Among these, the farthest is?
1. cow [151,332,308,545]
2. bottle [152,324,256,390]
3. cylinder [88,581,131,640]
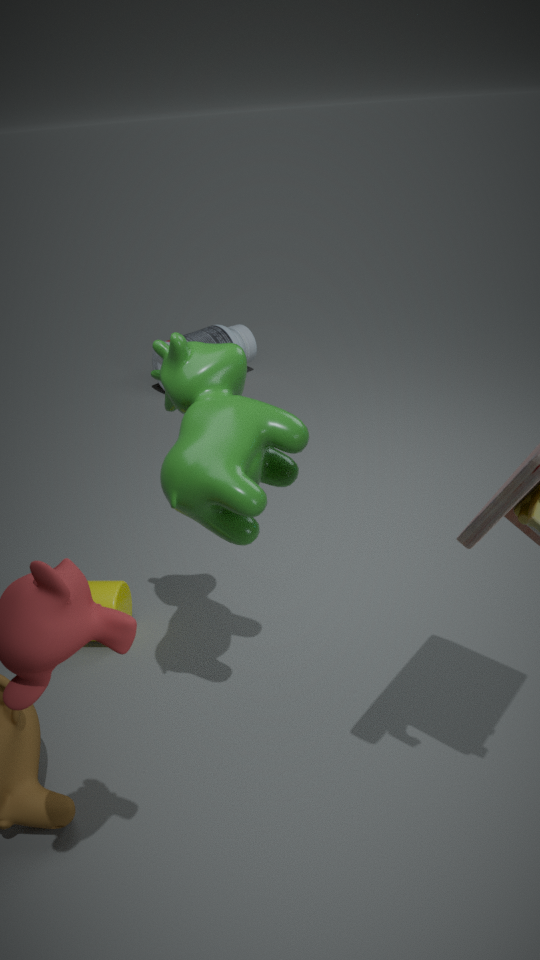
bottle [152,324,256,390]
